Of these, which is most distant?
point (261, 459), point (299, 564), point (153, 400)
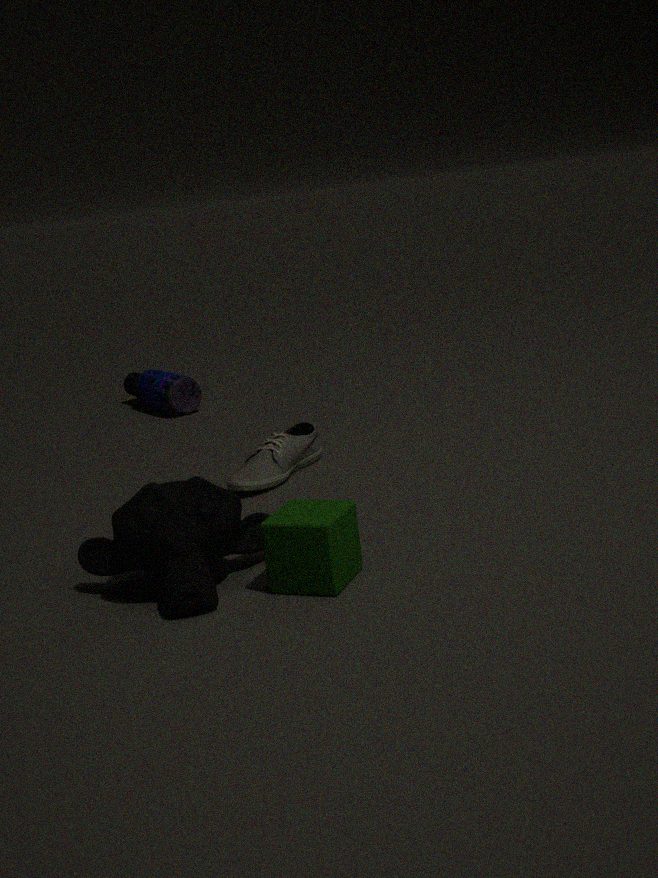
point (153, 400)
